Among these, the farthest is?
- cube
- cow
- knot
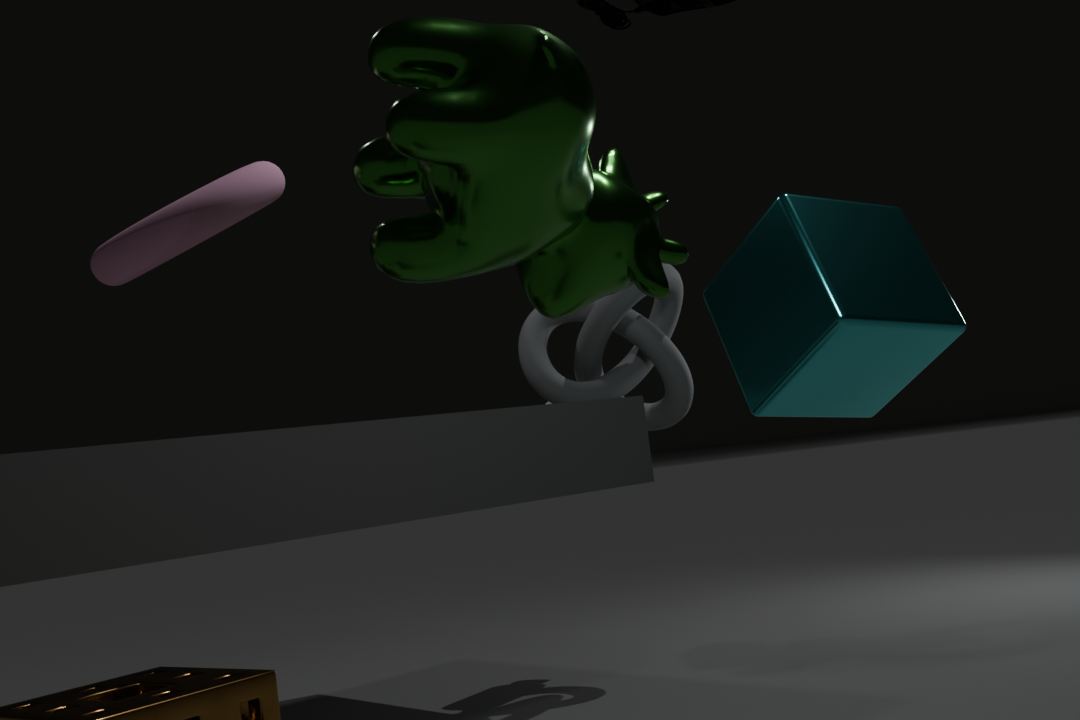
knot
